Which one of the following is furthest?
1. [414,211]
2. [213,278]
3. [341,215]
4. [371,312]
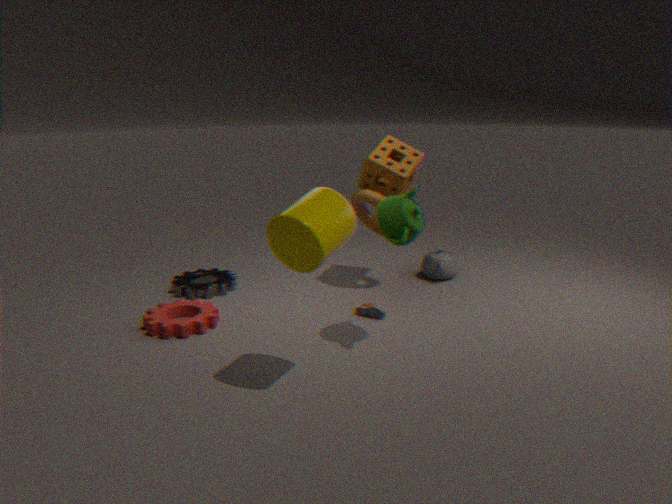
[213,278]
